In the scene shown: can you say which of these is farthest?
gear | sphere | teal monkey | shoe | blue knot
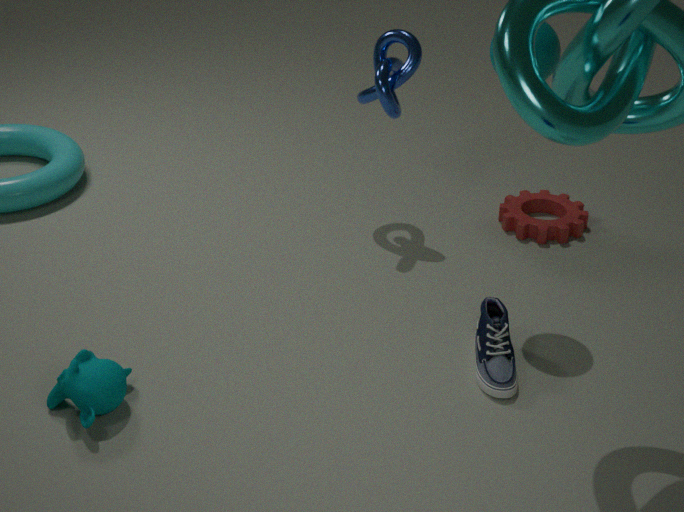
gear
